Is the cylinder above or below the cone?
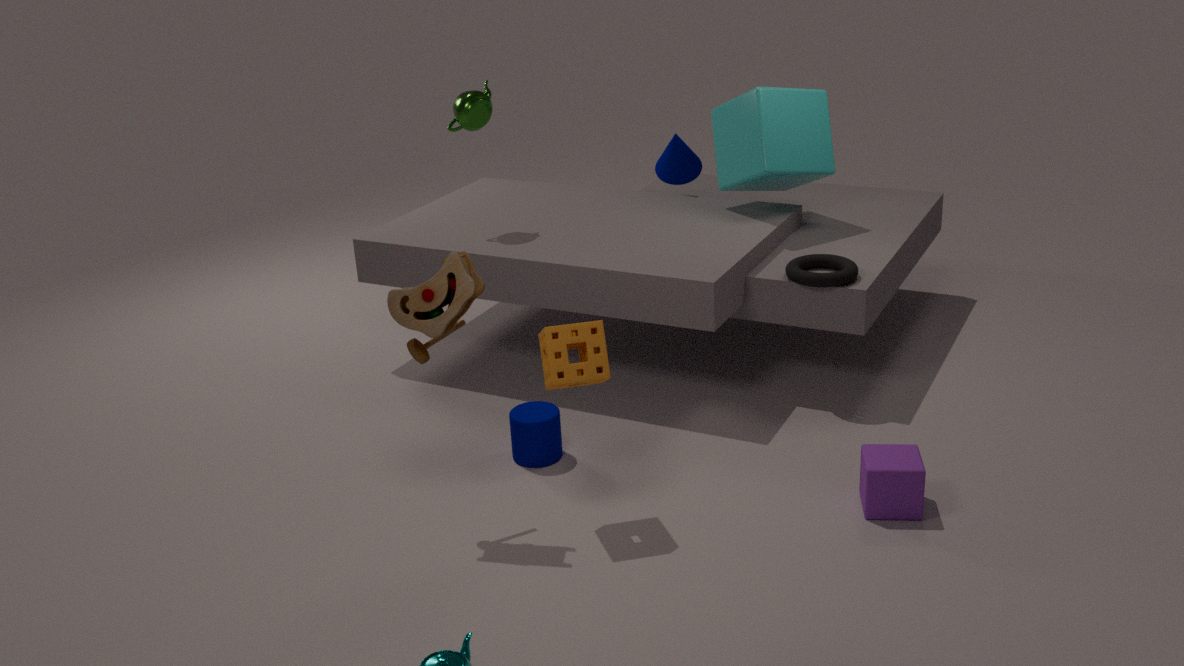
below
